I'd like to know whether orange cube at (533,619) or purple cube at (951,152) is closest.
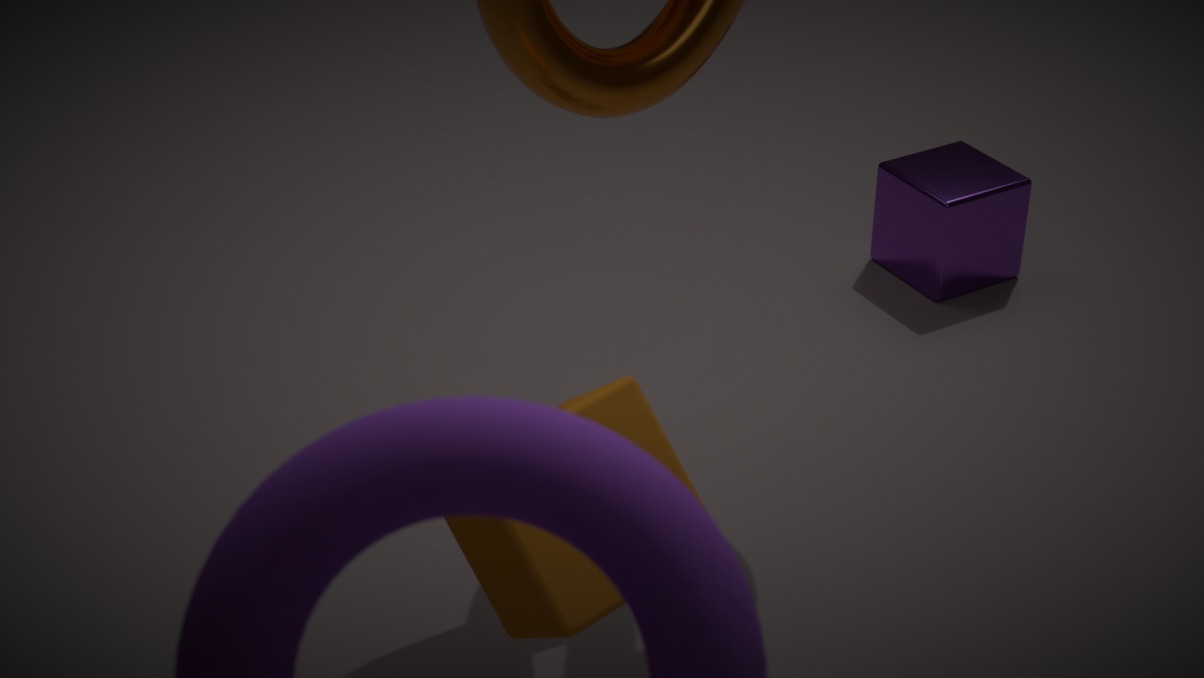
orange cube at (533,619)
